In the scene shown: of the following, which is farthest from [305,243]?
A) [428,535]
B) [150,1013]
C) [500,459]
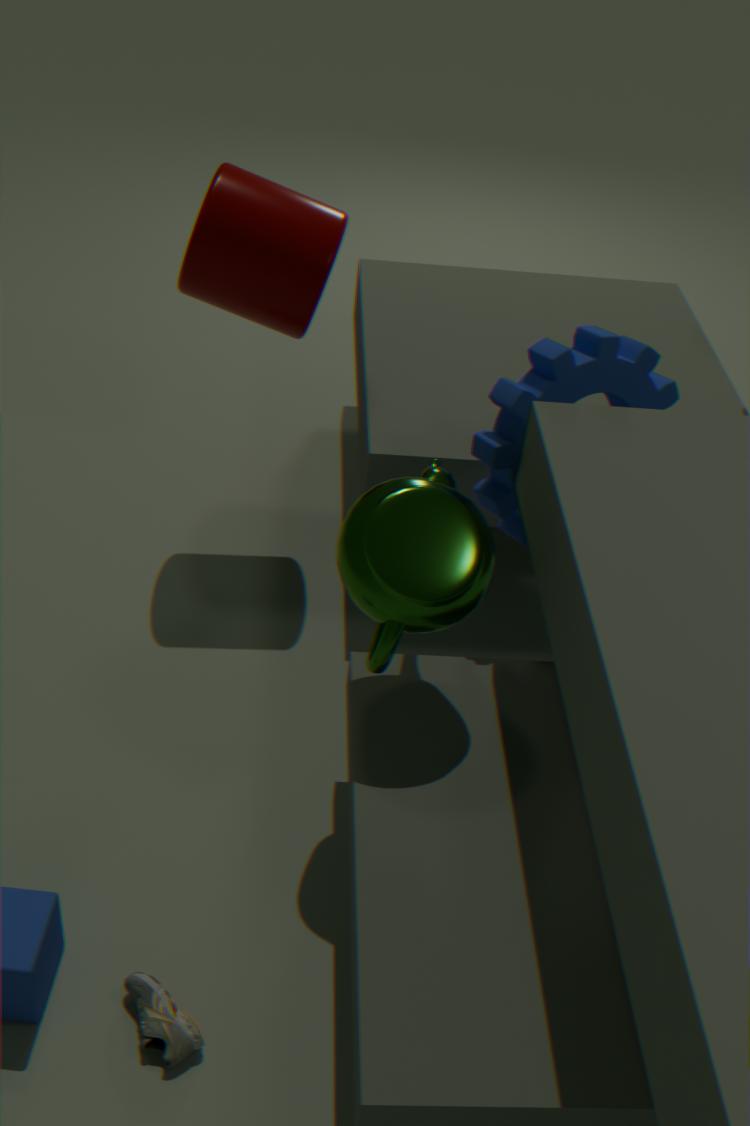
[150,1013]
